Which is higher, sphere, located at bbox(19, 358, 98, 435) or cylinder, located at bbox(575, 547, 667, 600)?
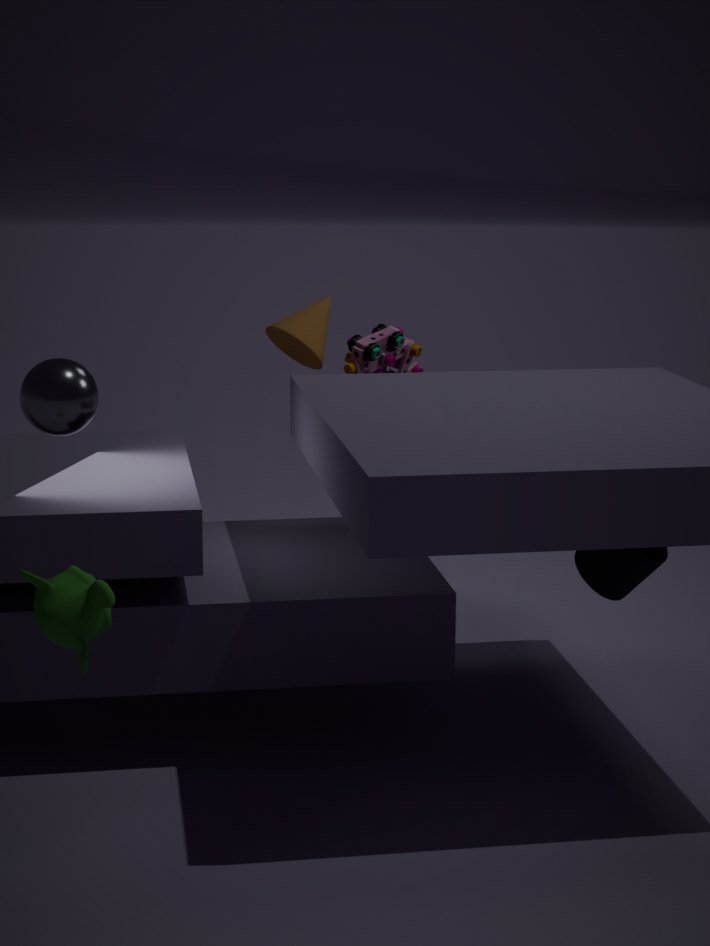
sphere, located at bbox(19, 358, 98, 435)
